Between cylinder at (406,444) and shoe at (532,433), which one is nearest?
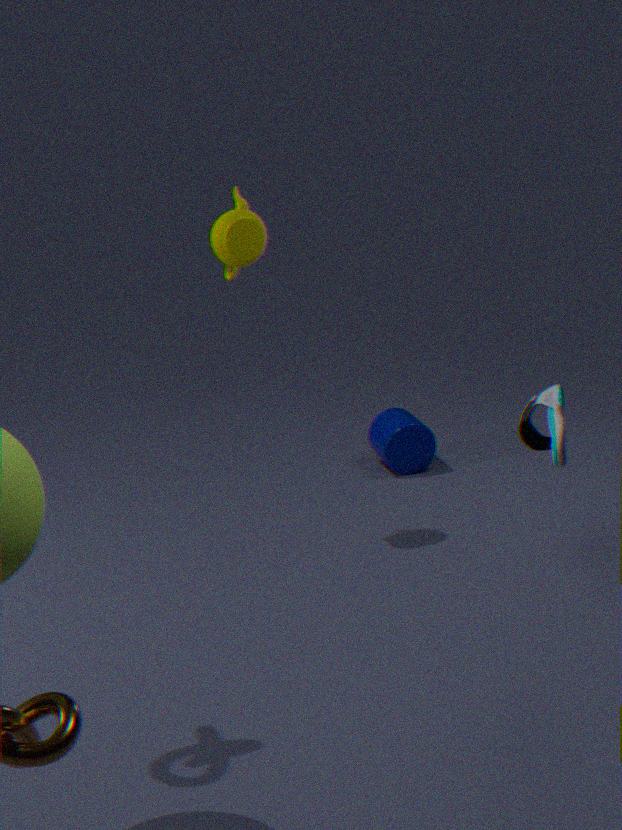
shoe at (532,433)
